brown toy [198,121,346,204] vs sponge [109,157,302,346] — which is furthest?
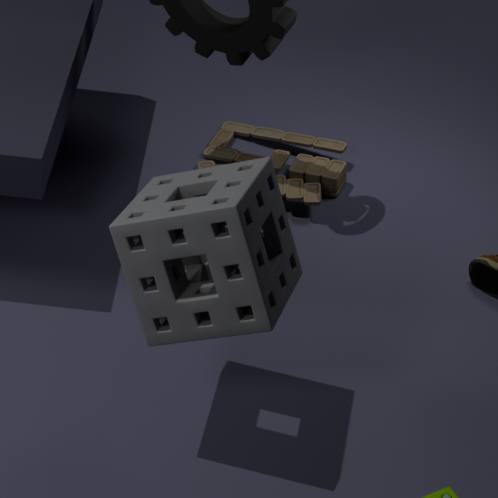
brown toy [198,121,346,204]
